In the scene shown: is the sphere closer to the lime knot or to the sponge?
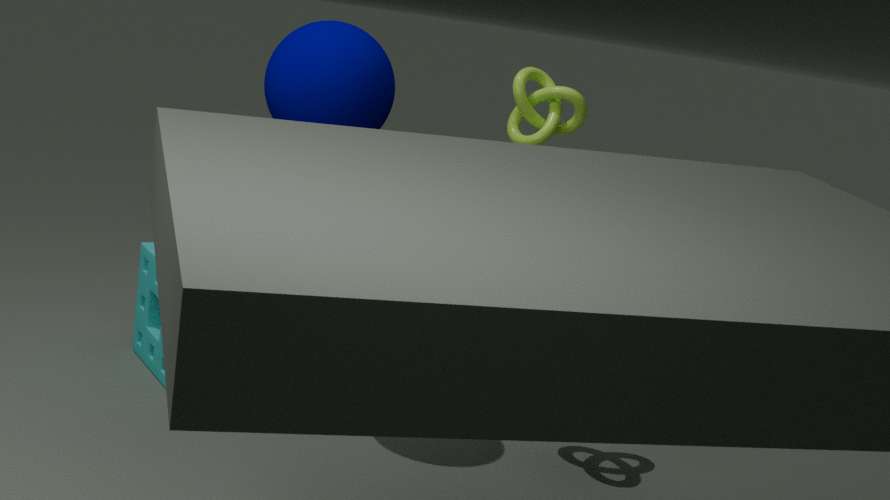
the sponge
